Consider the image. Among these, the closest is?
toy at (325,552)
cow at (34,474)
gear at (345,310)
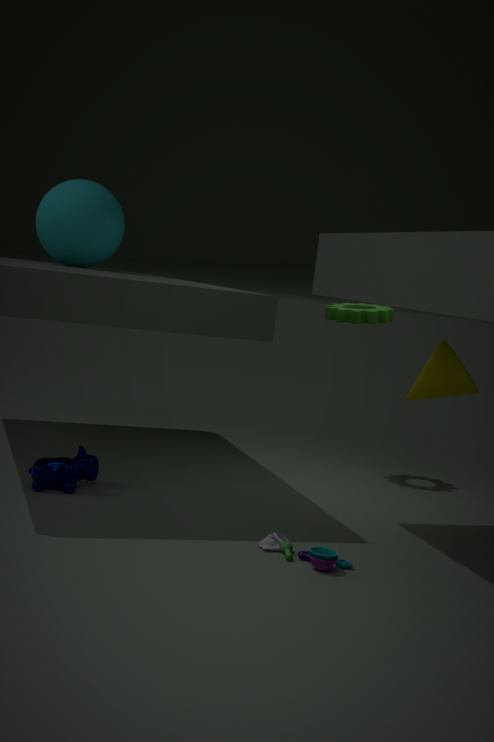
toy at (325,552)
